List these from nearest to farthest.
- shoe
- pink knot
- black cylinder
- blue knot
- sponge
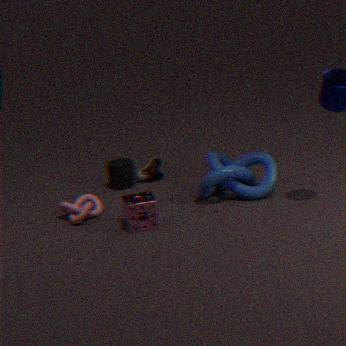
sponge < pink knot < blue knot < black cylinder < shoe
